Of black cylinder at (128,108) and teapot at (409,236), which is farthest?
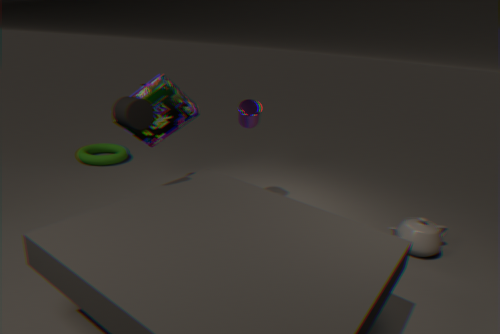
teapot at (409,236)
